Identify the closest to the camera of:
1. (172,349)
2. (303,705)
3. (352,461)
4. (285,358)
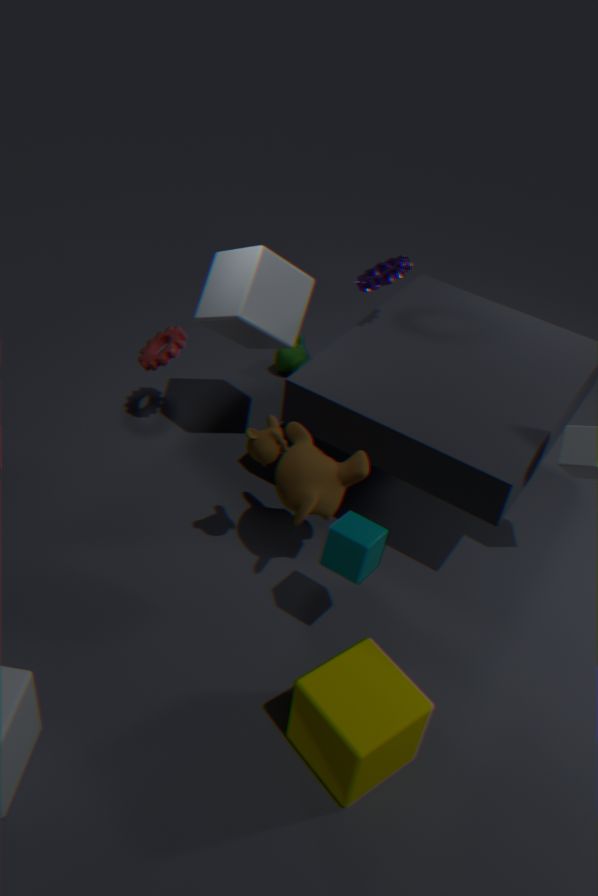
(303,705)
